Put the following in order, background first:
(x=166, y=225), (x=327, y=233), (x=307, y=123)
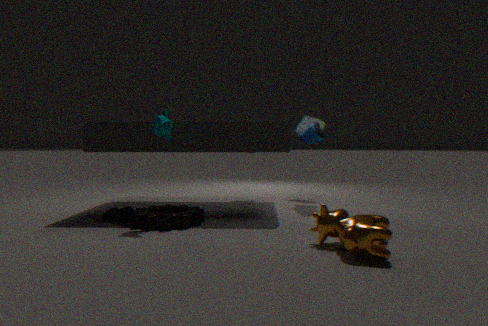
(x=307, y=123), (x=166, y=225), (x=327, y=233)
